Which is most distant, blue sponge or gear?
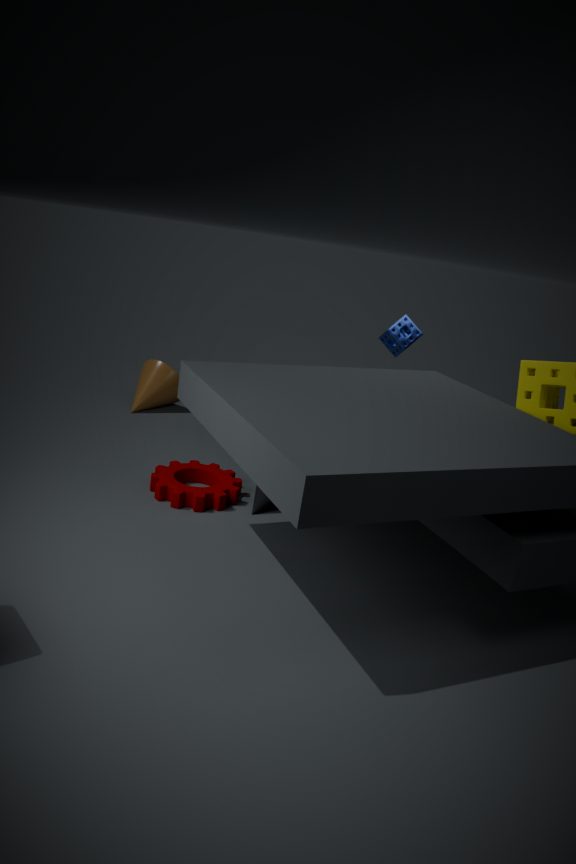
blue sponge
